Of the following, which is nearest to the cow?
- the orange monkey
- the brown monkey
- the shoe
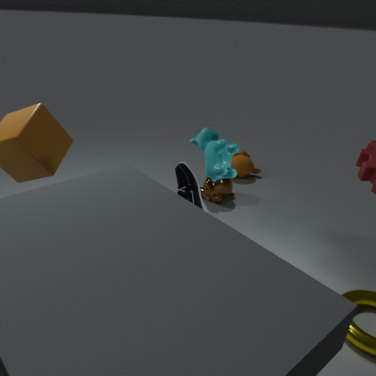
the shoe
